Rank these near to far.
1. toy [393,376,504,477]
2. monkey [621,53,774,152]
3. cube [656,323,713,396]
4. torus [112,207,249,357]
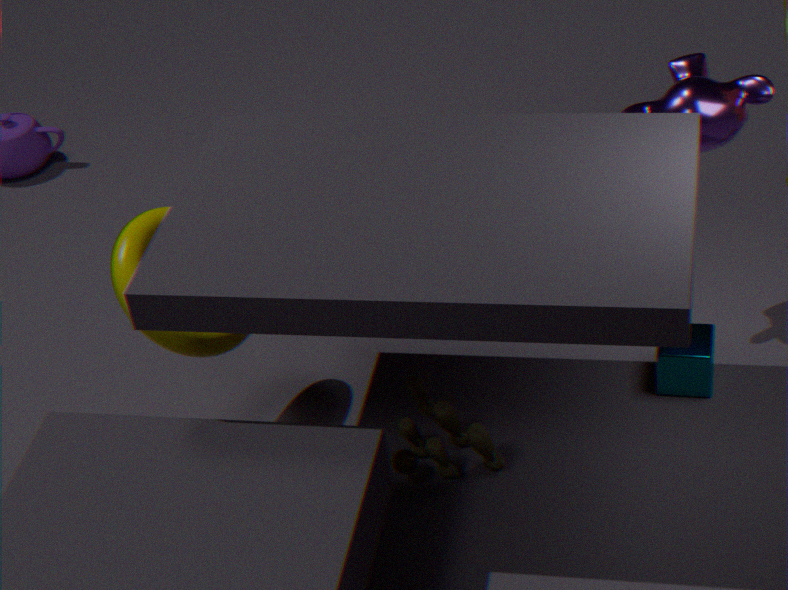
torus [112,207,249,357] < toy [393,376,504,477] < monkey [621,53,774,152] < cube [656,323,713,396]
